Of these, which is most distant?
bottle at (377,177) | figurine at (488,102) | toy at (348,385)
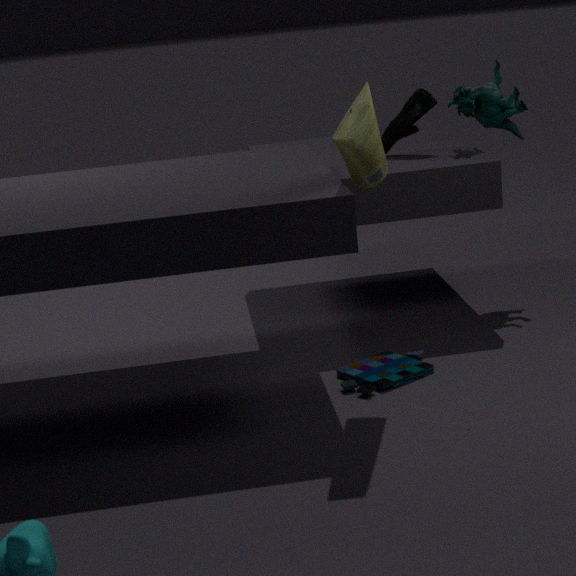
figurine at (488,102)
